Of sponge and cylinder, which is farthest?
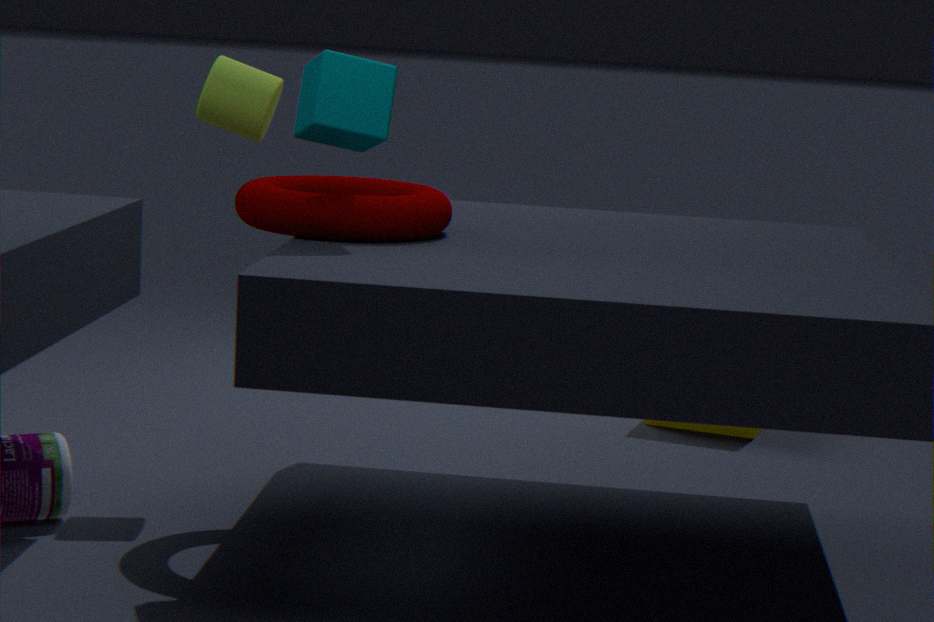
sponge
